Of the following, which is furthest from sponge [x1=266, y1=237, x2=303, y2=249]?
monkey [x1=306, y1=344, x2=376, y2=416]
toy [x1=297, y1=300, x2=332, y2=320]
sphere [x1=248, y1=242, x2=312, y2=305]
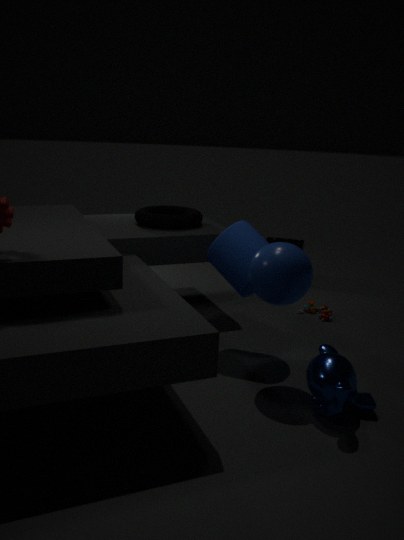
monkey [x1=306, y1=344, x2=376, y2=416]
